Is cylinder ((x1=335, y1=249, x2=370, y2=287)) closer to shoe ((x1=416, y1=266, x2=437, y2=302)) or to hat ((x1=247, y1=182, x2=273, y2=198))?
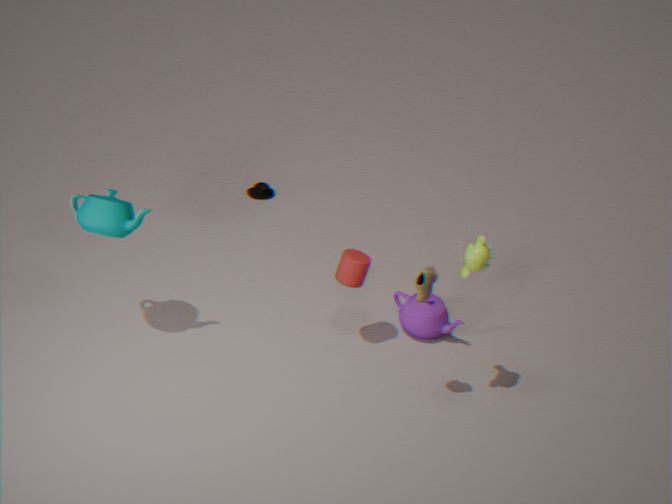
shoe ((x1=416, y1=266, x2=437, y2=302))
